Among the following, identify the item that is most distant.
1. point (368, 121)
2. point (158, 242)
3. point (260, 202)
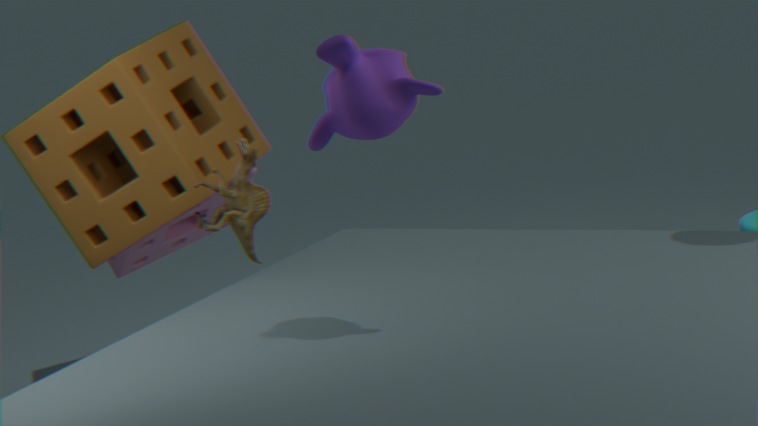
point (158, 242)
